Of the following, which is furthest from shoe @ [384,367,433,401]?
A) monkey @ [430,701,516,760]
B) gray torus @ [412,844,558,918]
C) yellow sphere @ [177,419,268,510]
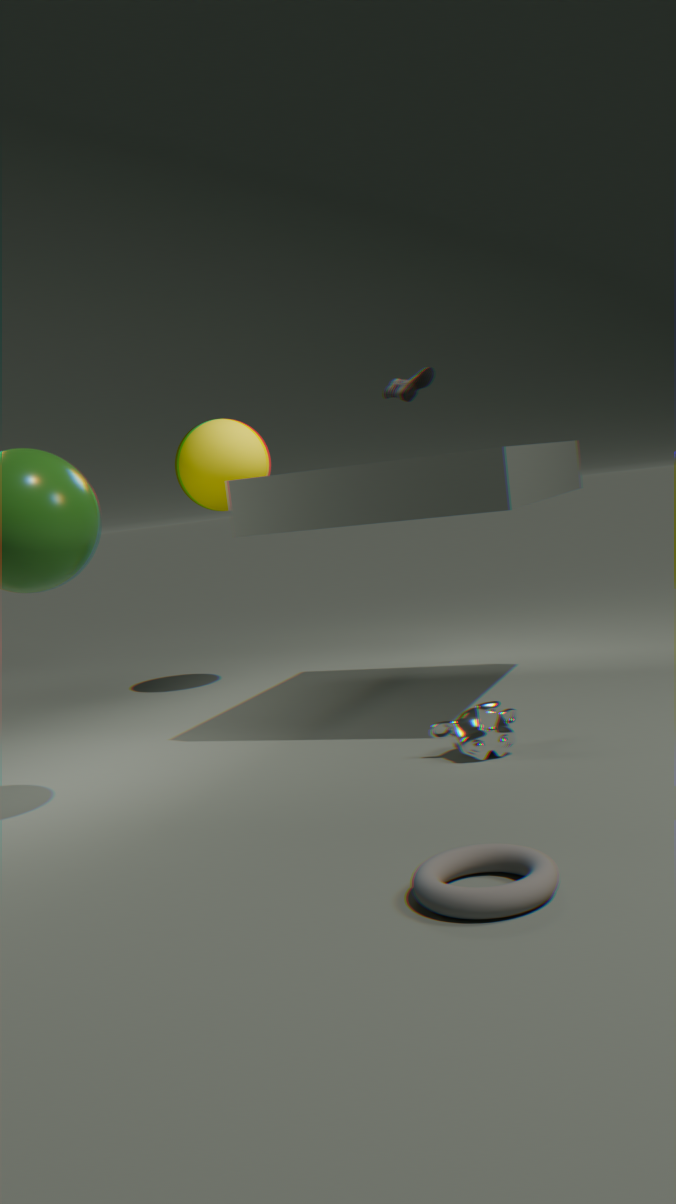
gray torus @ [412,844,558,918]
